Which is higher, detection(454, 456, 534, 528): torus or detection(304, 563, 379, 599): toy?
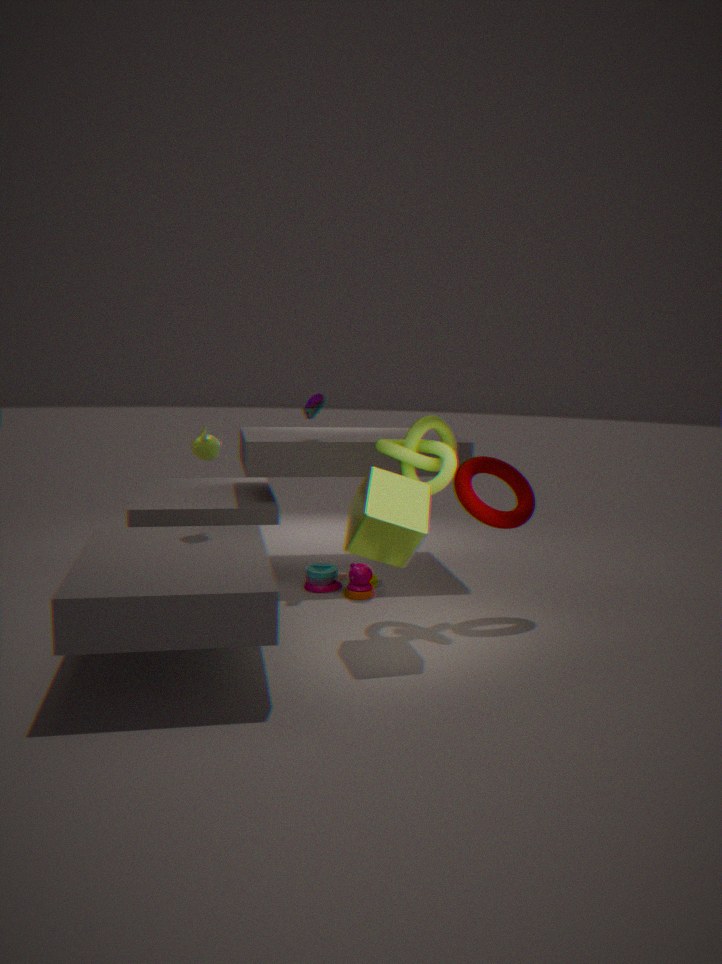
detection(454, 456, 534, 528): torus
